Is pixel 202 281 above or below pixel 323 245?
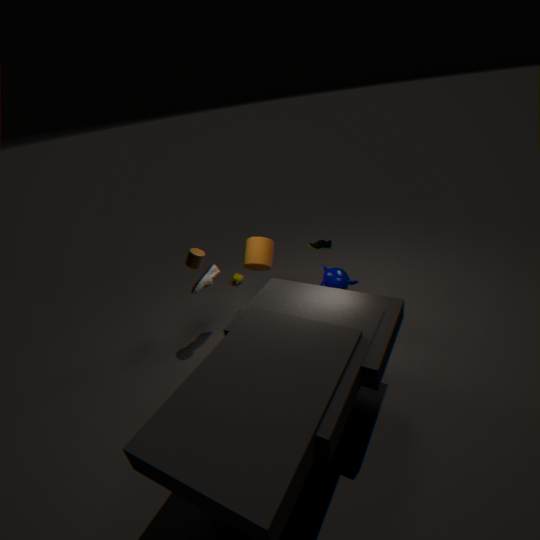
below
